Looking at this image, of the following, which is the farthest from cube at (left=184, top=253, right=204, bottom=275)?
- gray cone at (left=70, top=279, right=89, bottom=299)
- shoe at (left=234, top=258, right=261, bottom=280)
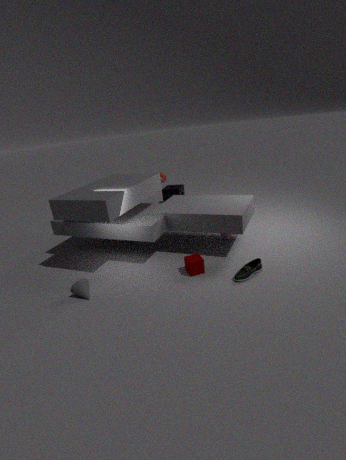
gray cone at (left=70, top=279, right=89, bottom=299)
